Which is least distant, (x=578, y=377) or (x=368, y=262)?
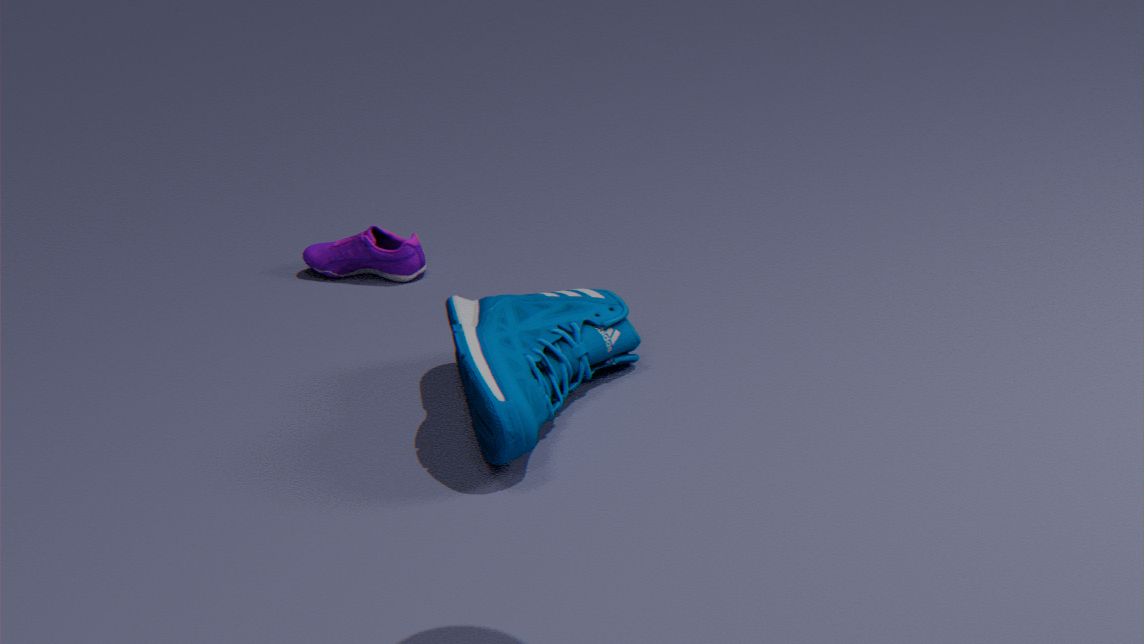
(x=578, y=377)
